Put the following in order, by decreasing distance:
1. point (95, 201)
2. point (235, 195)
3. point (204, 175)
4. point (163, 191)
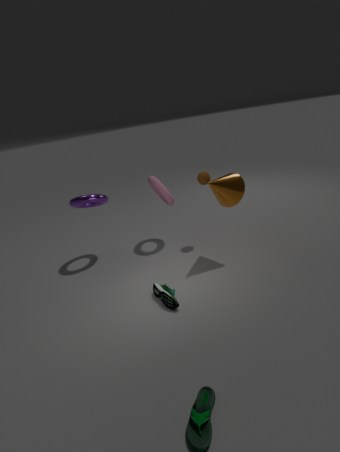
point (163, 191) < point (95, 201) < point (204, 175) < point (235, 195)
